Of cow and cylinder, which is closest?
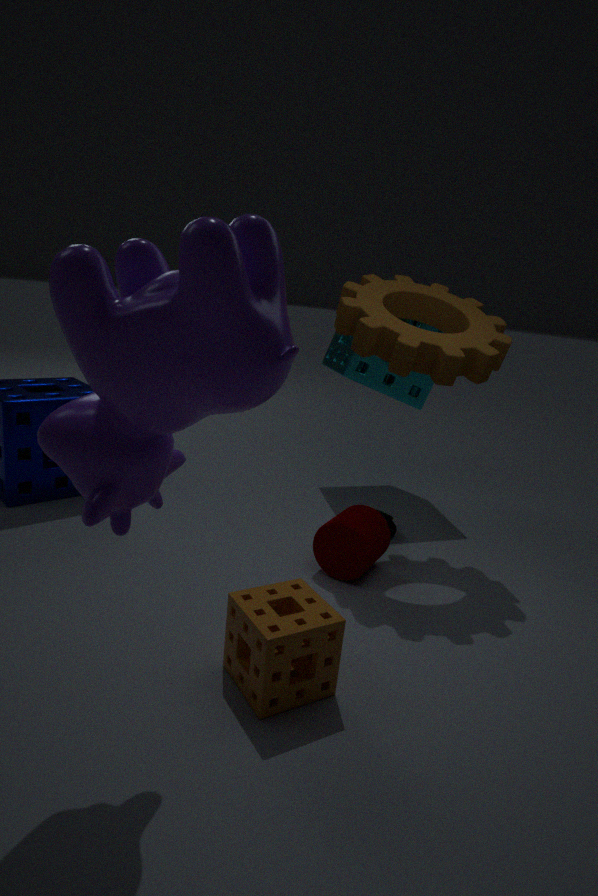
cow
